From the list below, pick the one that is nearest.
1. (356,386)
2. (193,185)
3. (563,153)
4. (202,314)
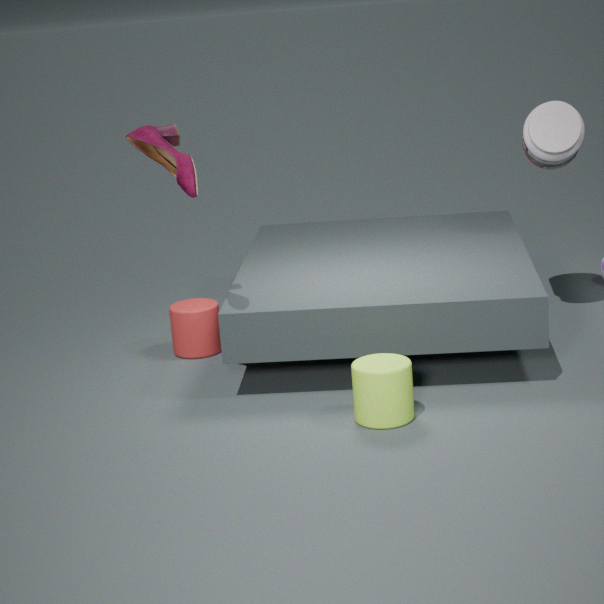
(193,185)
